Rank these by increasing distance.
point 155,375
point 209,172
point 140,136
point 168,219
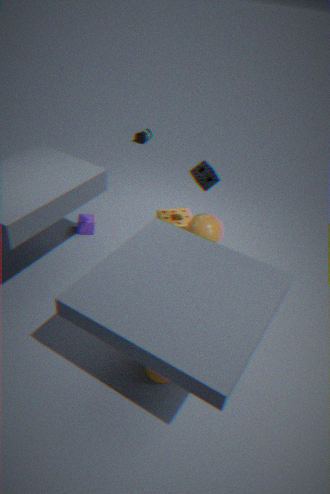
point 155,375 < point 209,172 < point 168,219 < point 140,136
